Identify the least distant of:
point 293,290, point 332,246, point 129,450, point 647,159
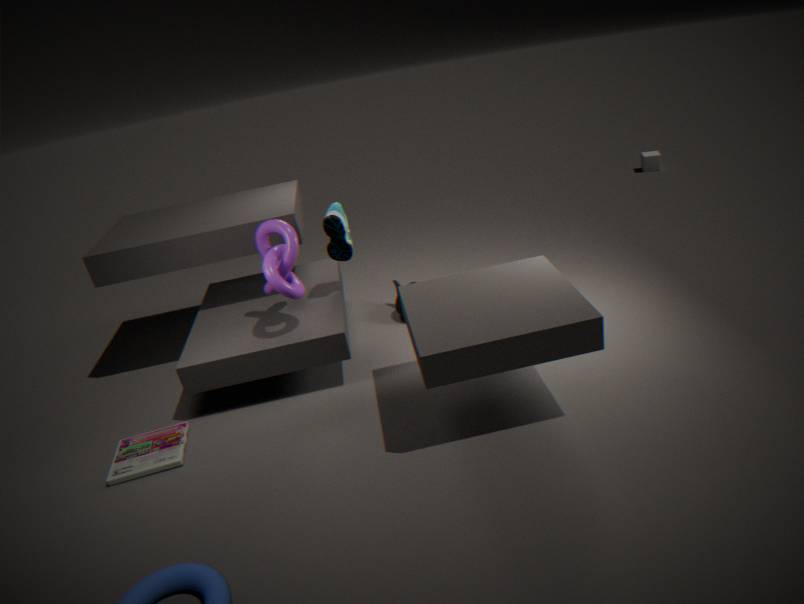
point 129,450
